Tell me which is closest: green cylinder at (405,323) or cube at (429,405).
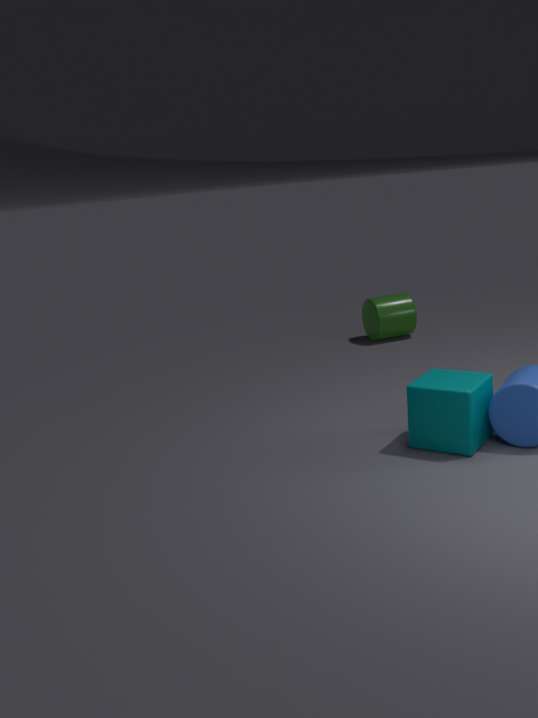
cube at (429,405)
